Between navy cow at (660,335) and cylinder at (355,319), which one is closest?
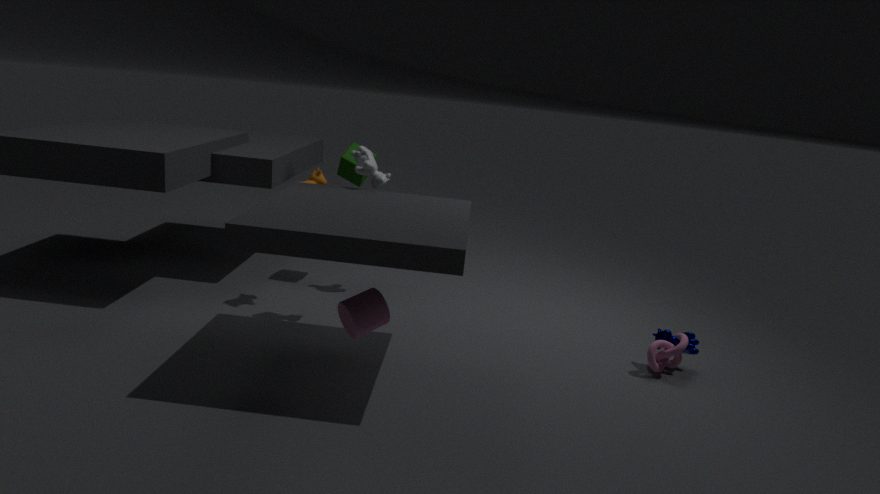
cylinder at (355,319)
